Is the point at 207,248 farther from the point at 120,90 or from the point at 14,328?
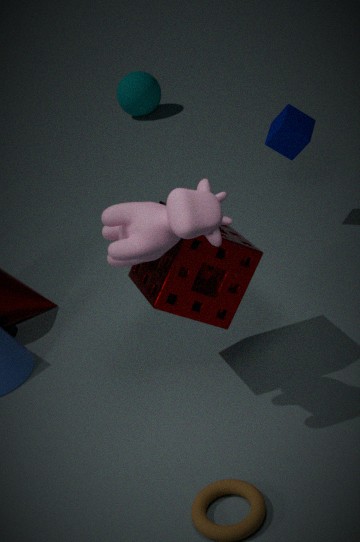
the point at 120,90
